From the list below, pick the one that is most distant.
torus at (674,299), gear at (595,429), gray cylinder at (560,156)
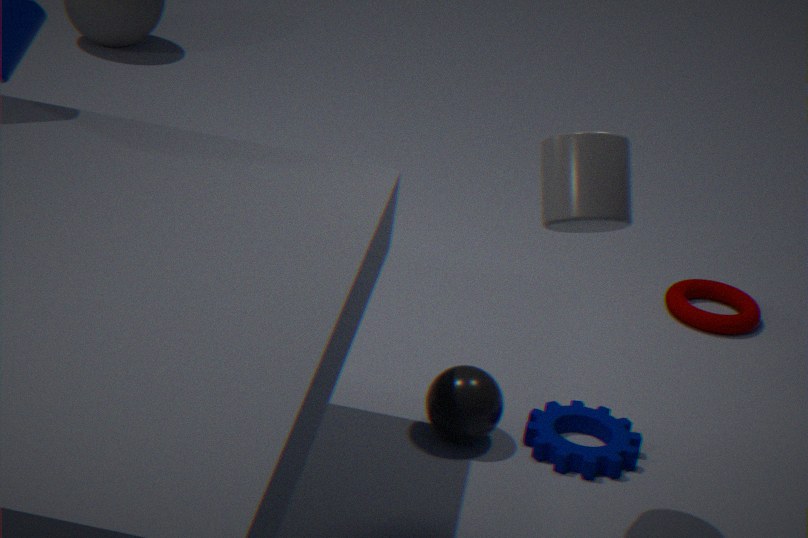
torus at (674,299)
